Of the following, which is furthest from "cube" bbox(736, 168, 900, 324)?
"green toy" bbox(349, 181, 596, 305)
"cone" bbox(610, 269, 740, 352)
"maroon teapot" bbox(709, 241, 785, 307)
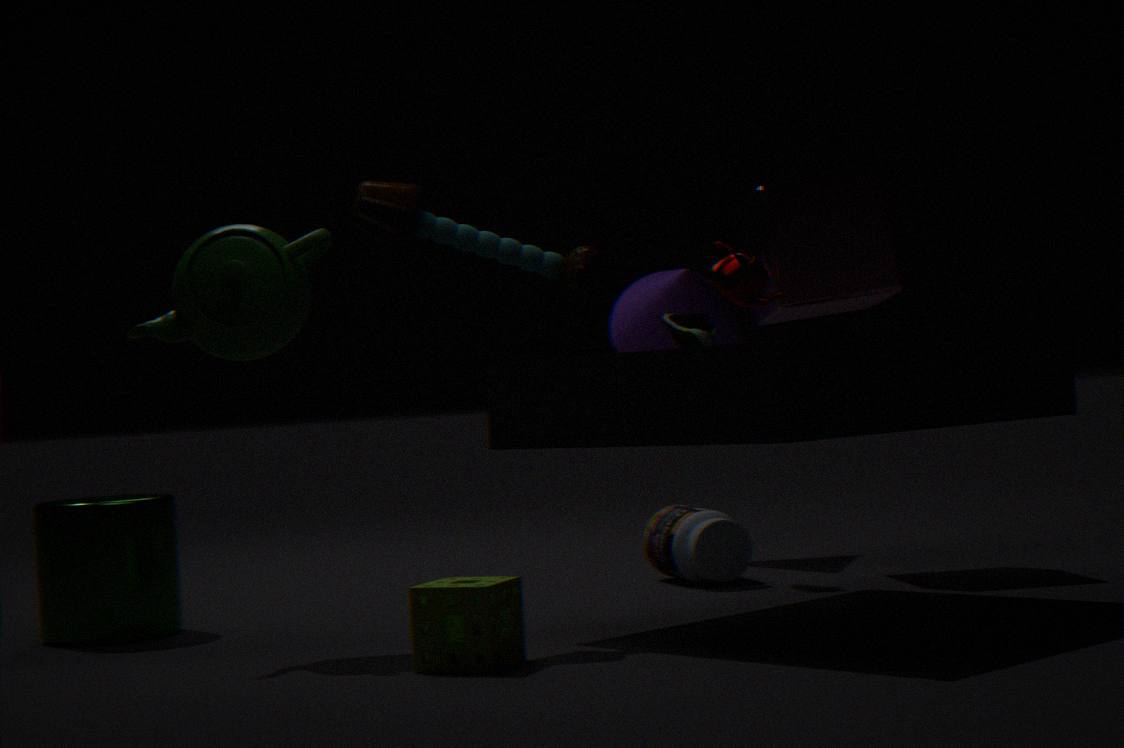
"green toy" bbox(349, 181, 596, 305)
